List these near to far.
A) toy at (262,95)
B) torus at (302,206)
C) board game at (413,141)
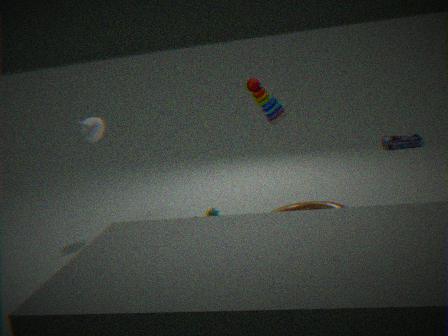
toy at (262,95), torus at (302,206), board game at (413,141)
